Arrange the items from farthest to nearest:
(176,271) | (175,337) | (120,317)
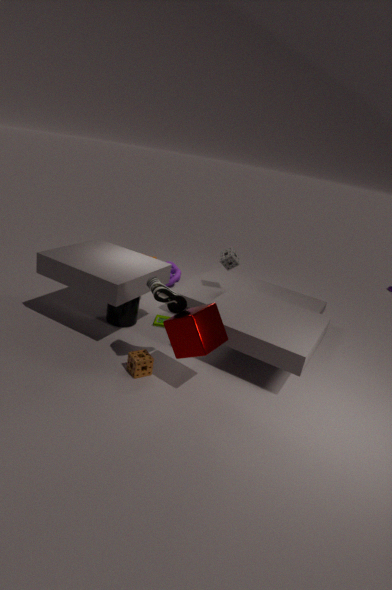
(176,271) → (120,317) → (175,337)
